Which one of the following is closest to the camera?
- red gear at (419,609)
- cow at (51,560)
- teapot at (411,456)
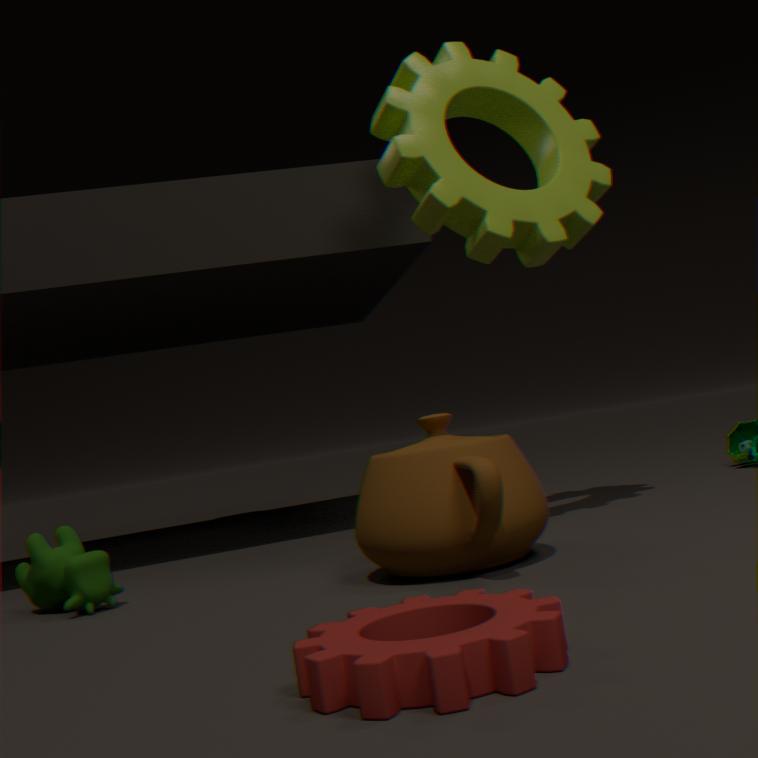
red gear at (419,609)
